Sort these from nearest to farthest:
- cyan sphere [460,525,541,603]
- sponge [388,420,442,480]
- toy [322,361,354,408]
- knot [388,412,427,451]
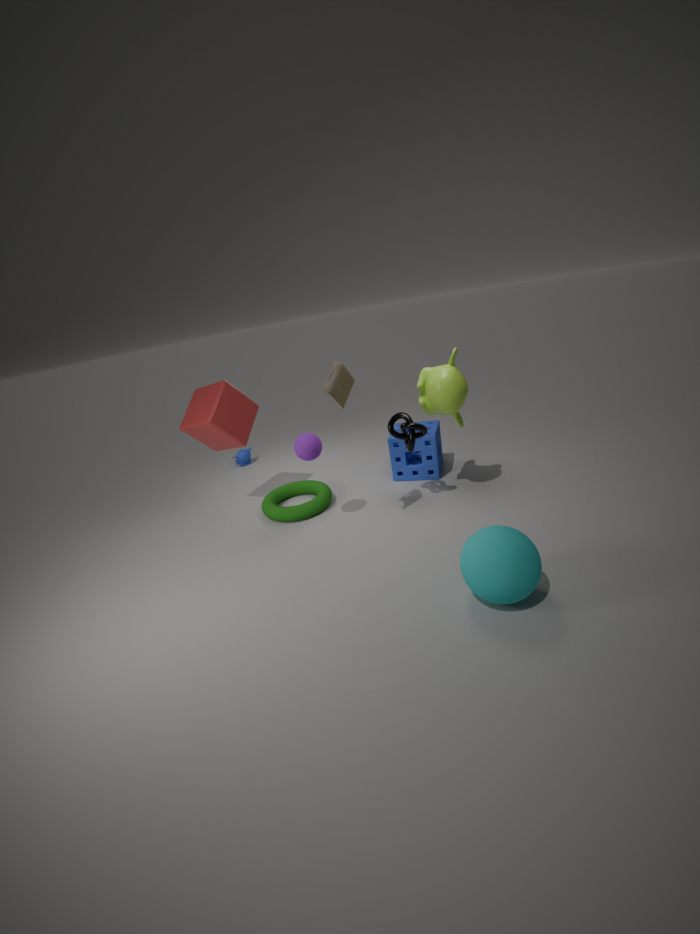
1. cyan sphere [460,525,541,603]
2. toy [322,361,354,408]
3. knot [388,412,427,451]
4. sponge [388,420,442,480]
